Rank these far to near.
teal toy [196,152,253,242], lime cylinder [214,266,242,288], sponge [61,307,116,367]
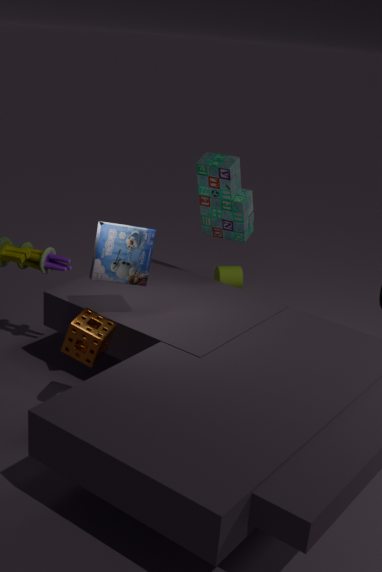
lime cylinder [214,266,242,288], teal toy [196,152,253,242], sponge [61,307,116,367]
